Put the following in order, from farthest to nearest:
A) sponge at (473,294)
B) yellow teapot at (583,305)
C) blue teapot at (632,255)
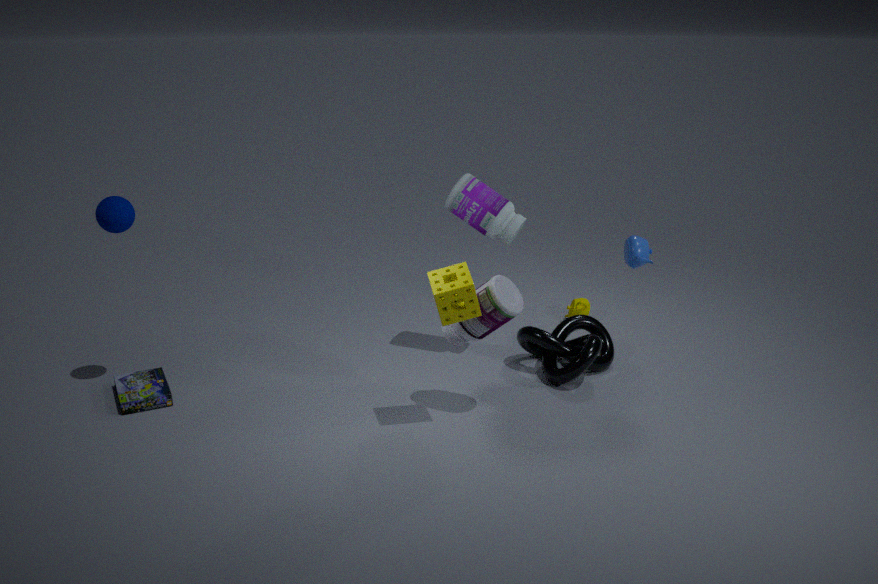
yellow teapot at (583,305) → blue teapot at (632,255) → sponge at (473,294)
